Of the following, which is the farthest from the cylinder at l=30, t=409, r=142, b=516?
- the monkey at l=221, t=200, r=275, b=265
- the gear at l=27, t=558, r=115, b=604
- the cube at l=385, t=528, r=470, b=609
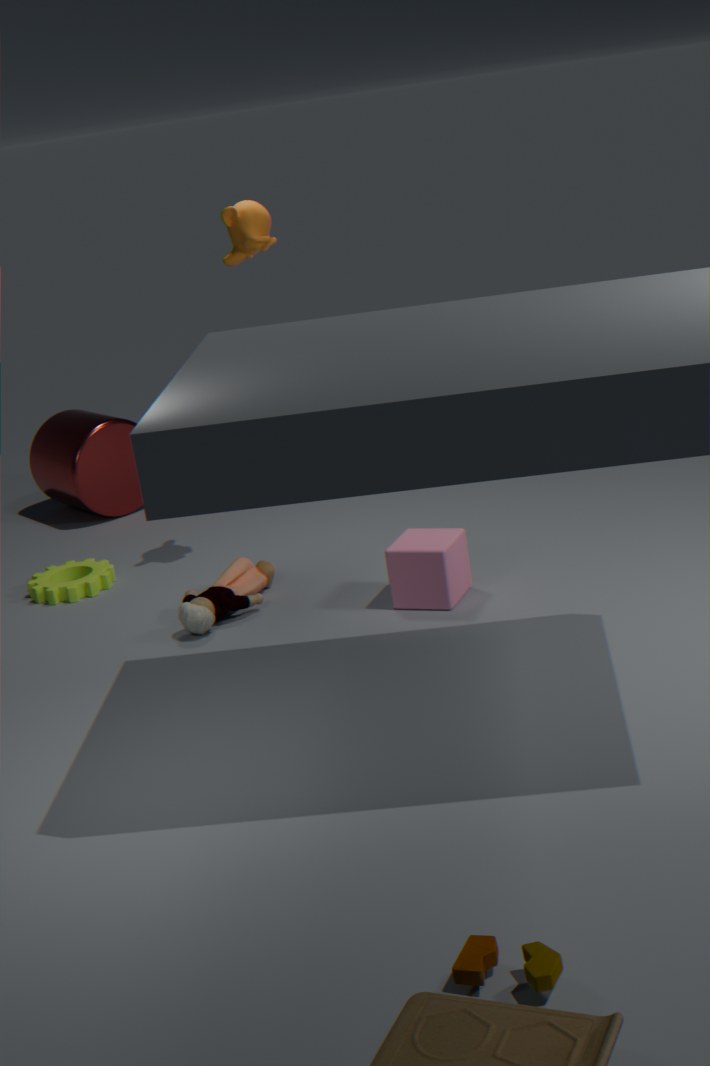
the cube at l=385, t=528, r=470, b=609
